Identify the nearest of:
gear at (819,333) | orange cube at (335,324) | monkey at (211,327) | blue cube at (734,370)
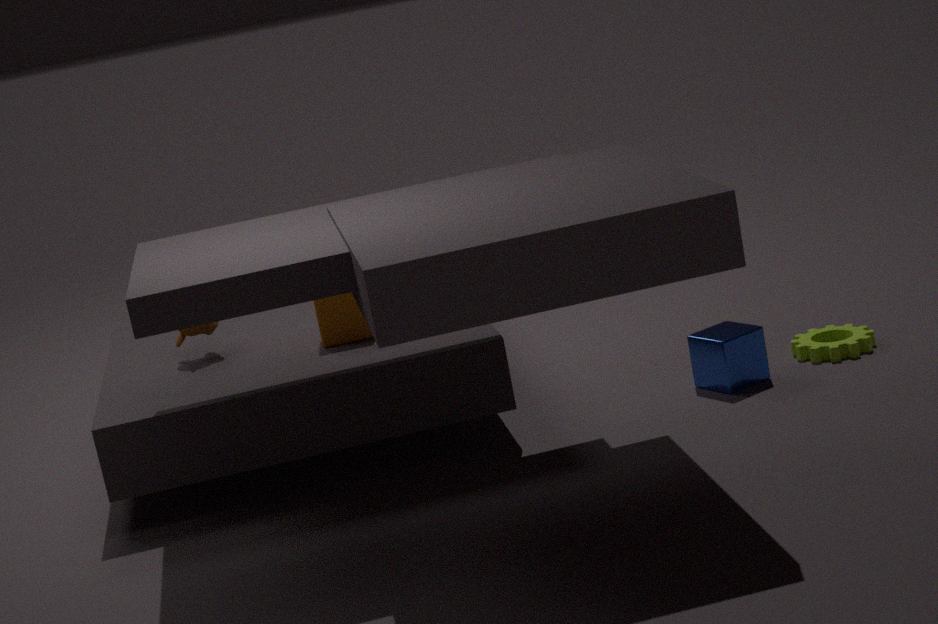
blue cube at (734,370)
